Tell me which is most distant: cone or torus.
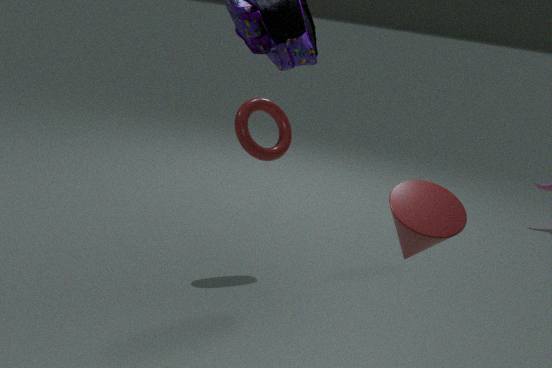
torus
